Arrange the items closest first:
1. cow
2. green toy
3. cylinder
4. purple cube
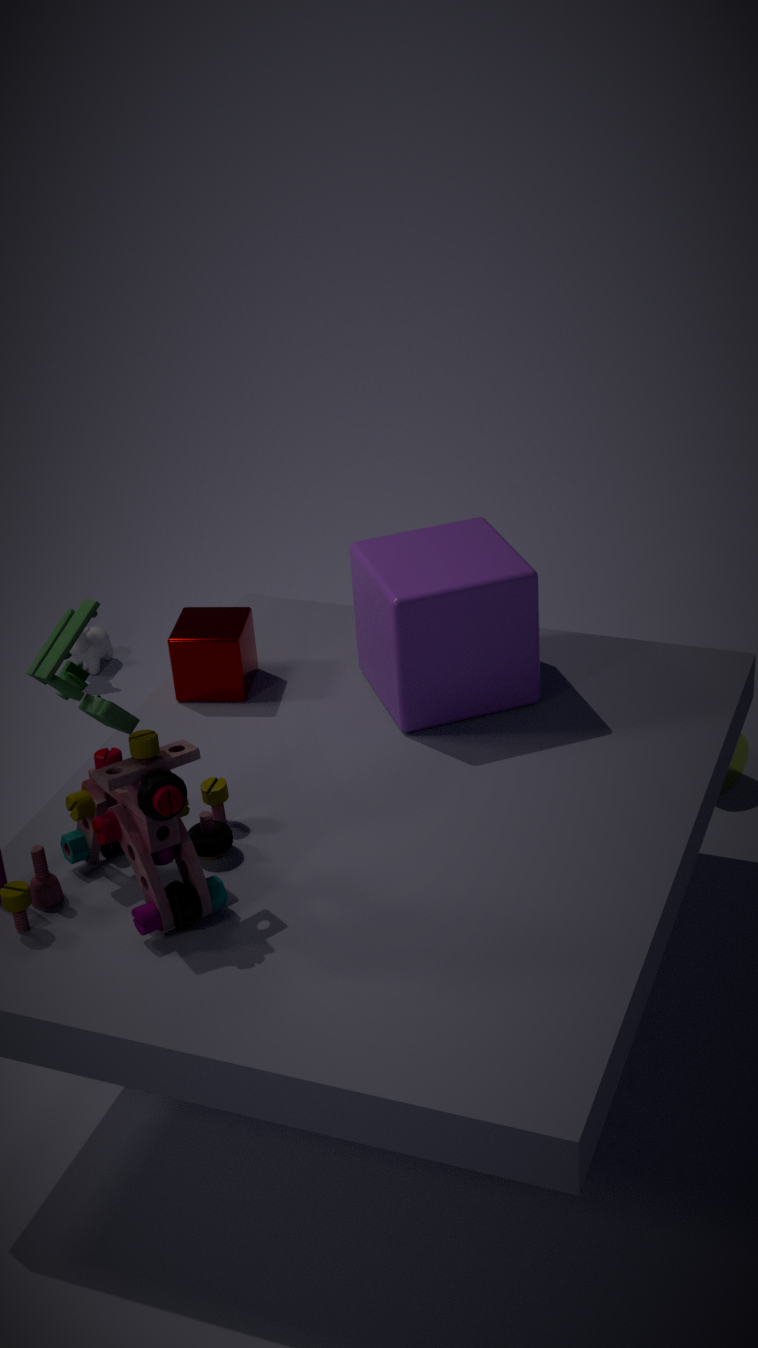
green toy, purple cube, cylinder, cow
